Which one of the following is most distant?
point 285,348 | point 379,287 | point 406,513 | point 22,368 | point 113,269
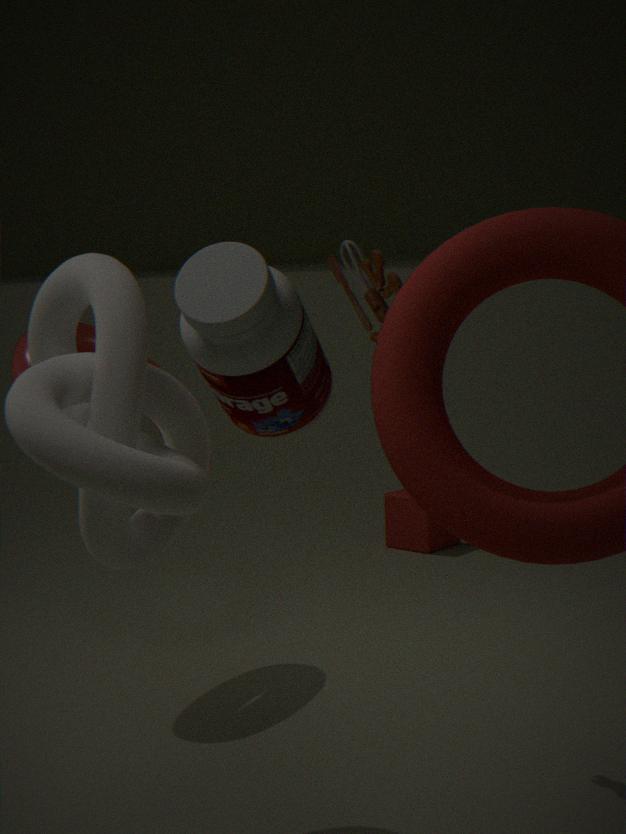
point 406,513
